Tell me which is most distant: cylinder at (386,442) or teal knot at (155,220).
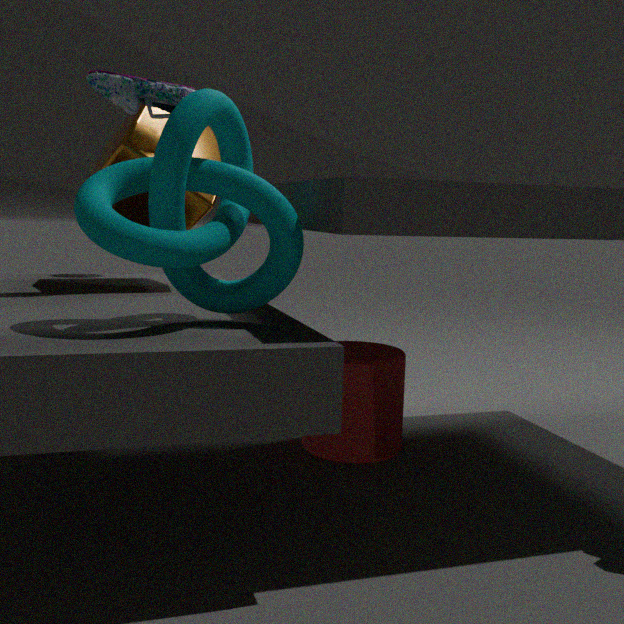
cylinder at (386,442)
